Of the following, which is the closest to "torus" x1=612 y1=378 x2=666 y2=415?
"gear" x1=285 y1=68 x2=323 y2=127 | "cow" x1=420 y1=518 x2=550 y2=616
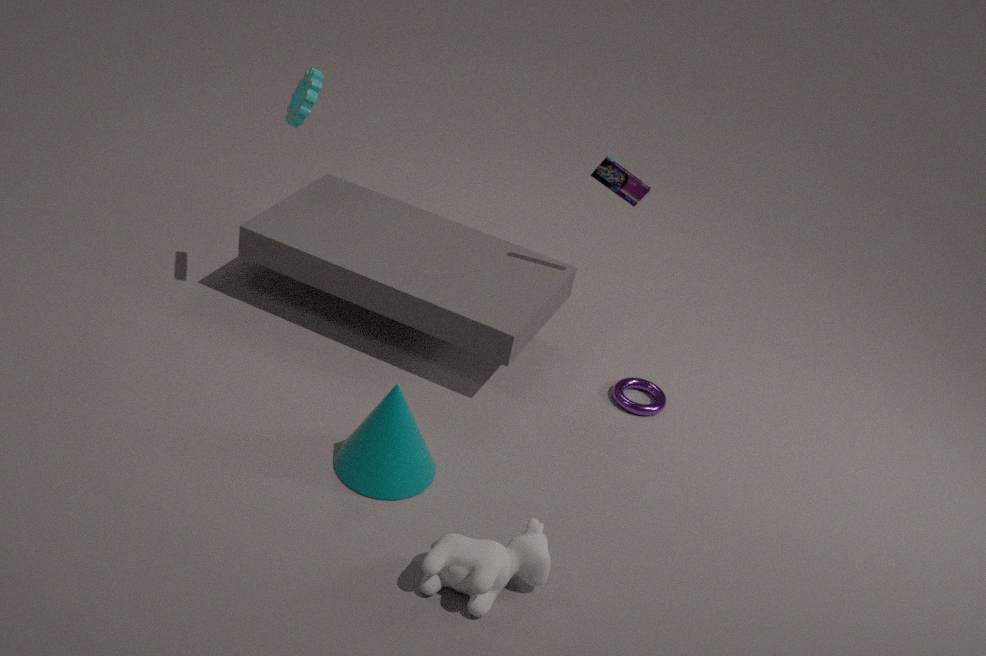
"cow" x1=420 y1=518 x2=550 y2=616
